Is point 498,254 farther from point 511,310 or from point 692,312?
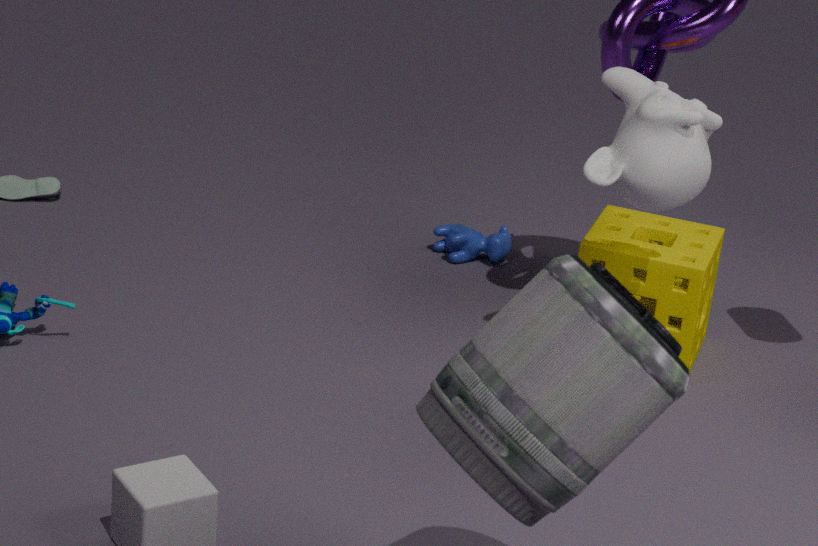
point 511,310
